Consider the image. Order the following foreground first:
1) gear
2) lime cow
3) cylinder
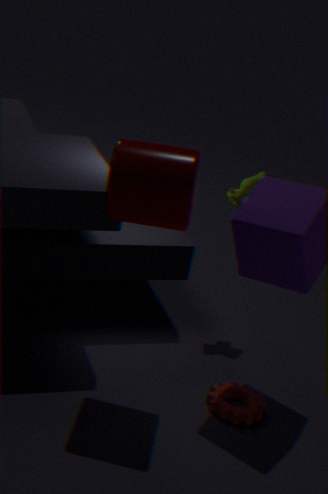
3. cylinder
1. gear
2. lime cow
